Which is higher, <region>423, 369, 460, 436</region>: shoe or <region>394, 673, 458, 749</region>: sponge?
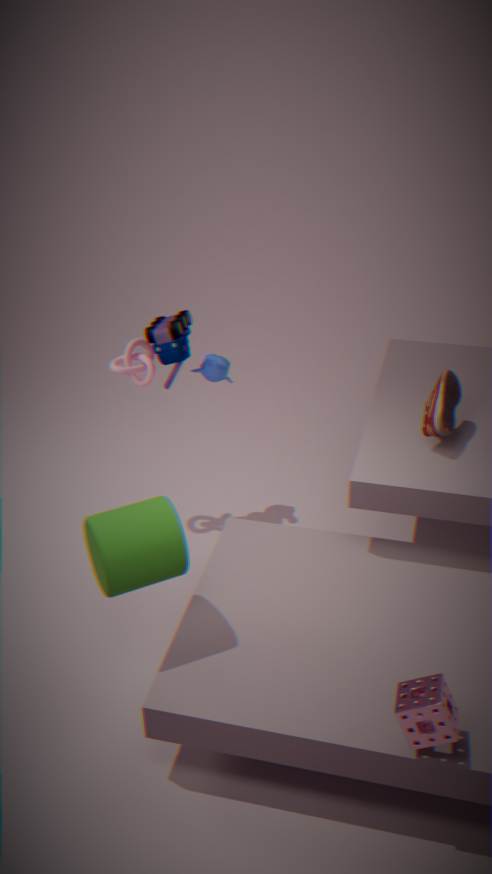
<region>423, 369, 460, 436</region>: shoe
